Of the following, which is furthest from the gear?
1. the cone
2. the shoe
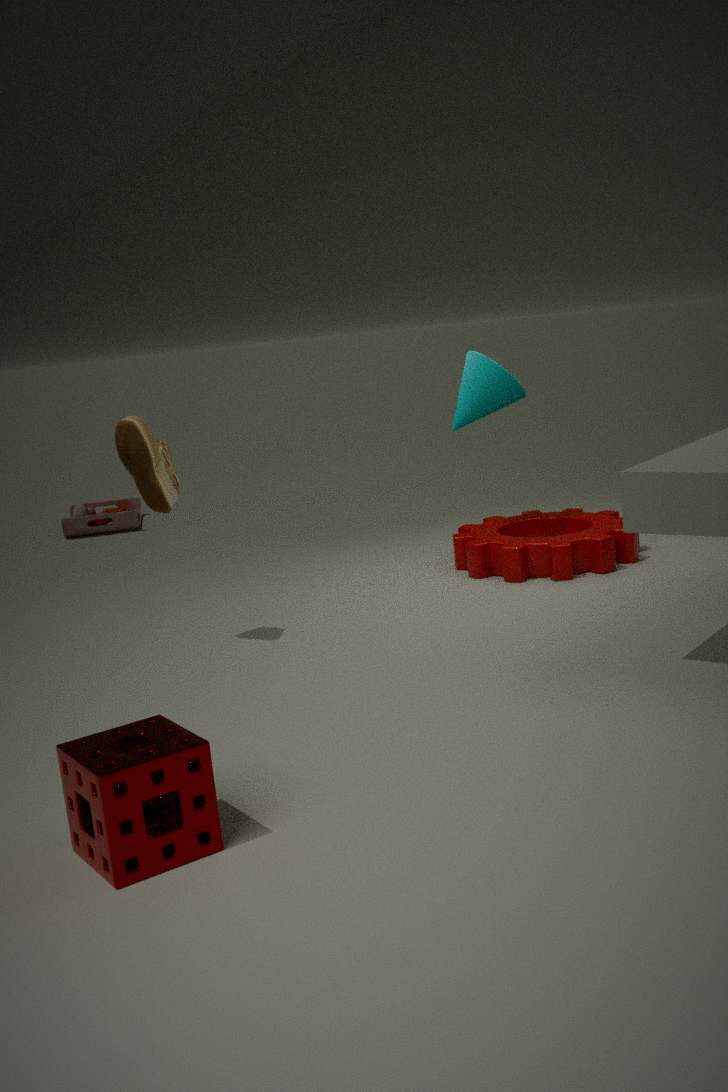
the shoe
